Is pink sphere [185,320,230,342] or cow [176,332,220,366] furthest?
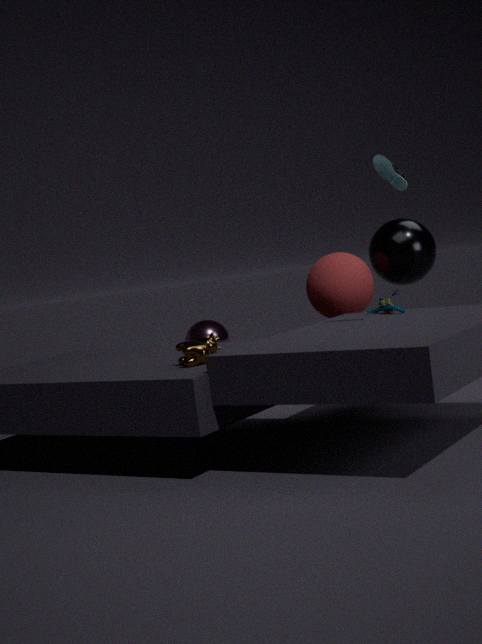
pink sphere [185,320,230,342]
